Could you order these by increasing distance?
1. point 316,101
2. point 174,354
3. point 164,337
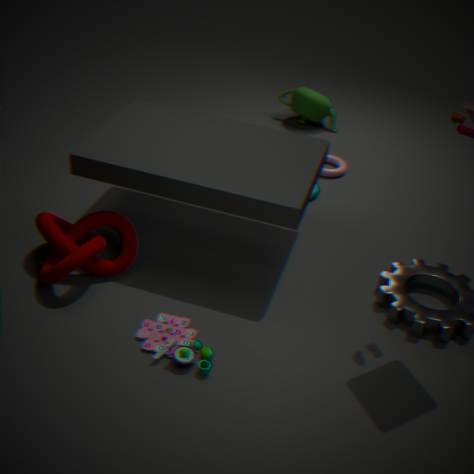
point 174,354
point 164,337
point 316,101
